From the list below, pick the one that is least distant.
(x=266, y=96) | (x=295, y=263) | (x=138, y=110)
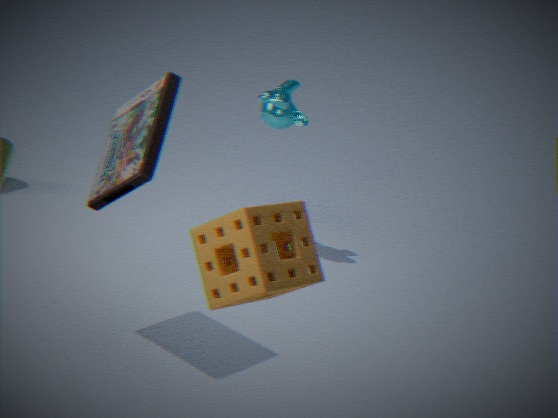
(x=295, y=263)
